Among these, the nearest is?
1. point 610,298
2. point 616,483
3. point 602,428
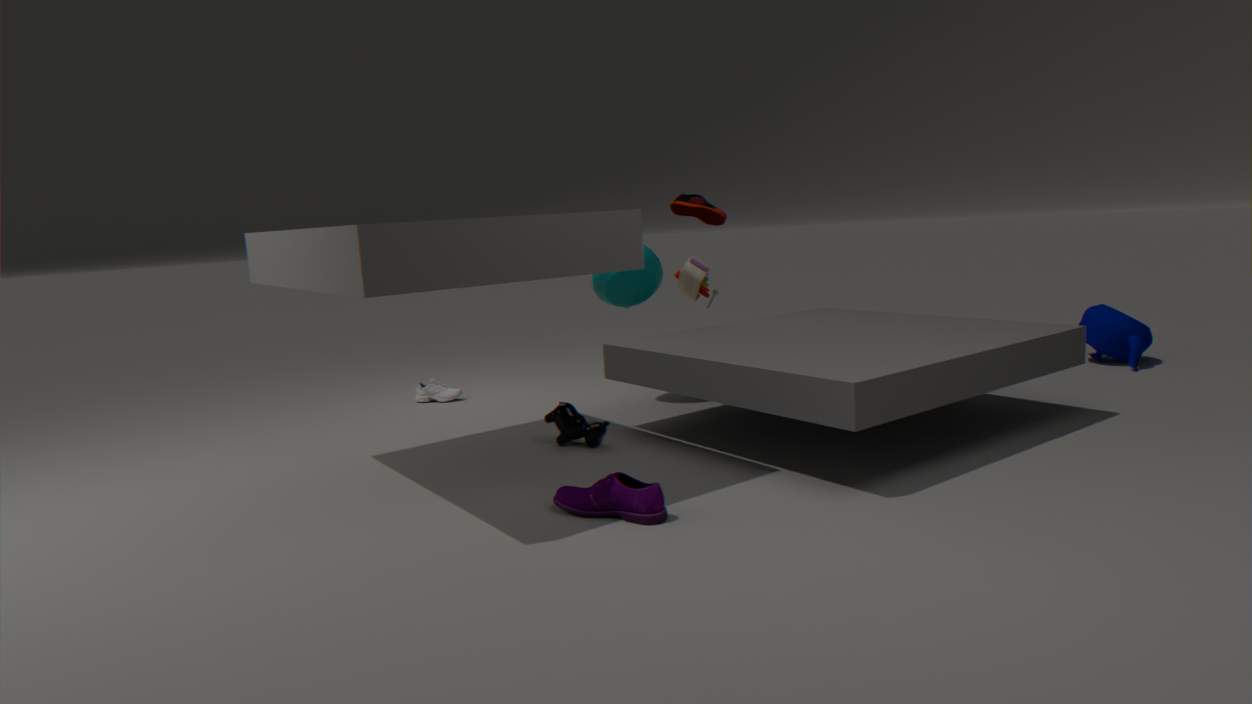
point 616,483
